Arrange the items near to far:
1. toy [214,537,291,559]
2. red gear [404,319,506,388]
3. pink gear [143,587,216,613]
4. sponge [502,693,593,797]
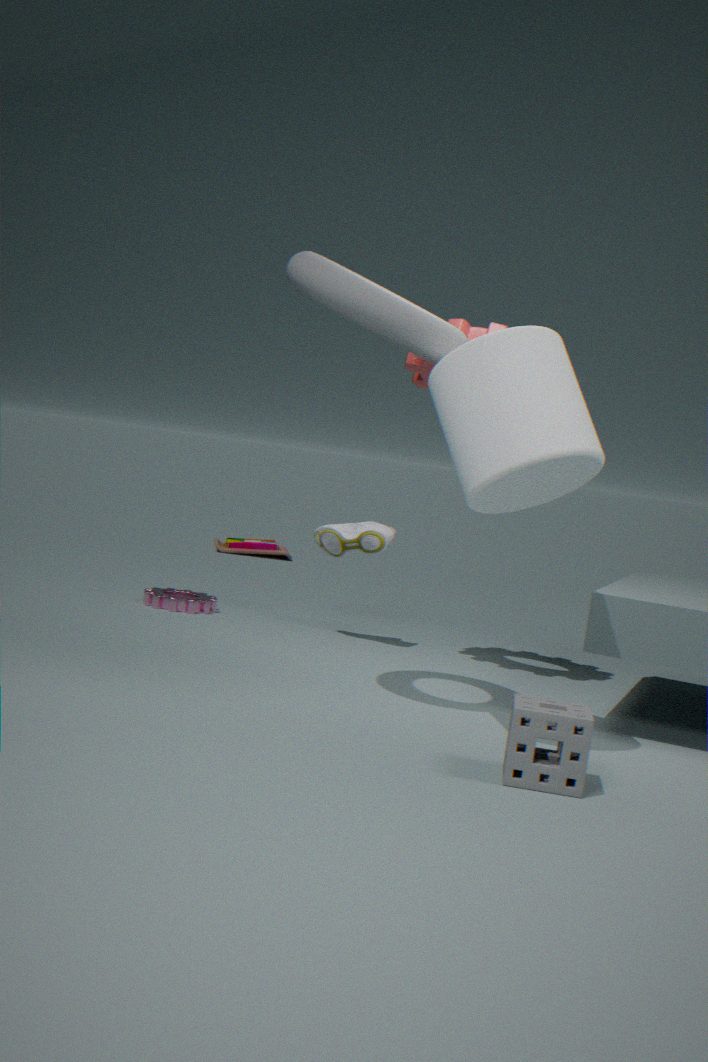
sponge [502,693,593,797]
red gear [404,319,506,388]
pink gear [143,587,216,613]
toy [214,537,291,559]
